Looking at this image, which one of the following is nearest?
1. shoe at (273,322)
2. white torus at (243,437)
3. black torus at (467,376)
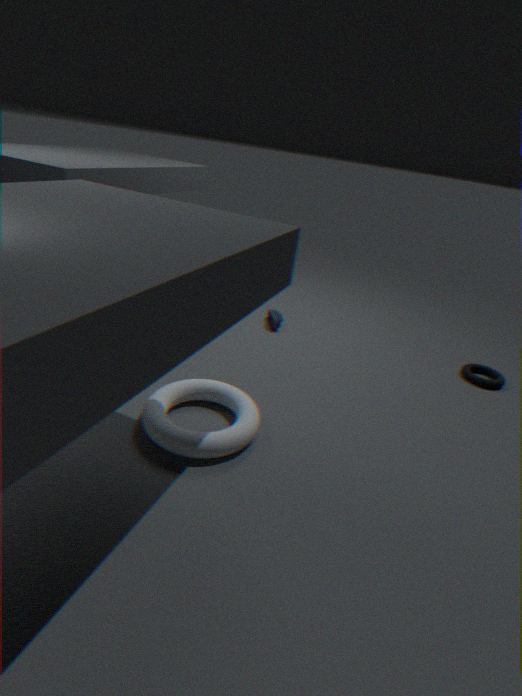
white torus at (243,437)
